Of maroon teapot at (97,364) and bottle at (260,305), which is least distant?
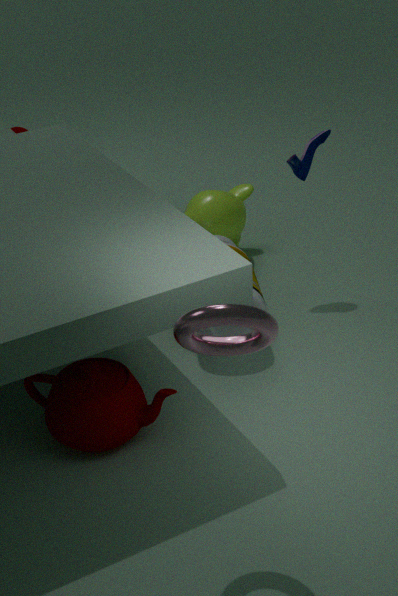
maroon teapot at (97,364)
